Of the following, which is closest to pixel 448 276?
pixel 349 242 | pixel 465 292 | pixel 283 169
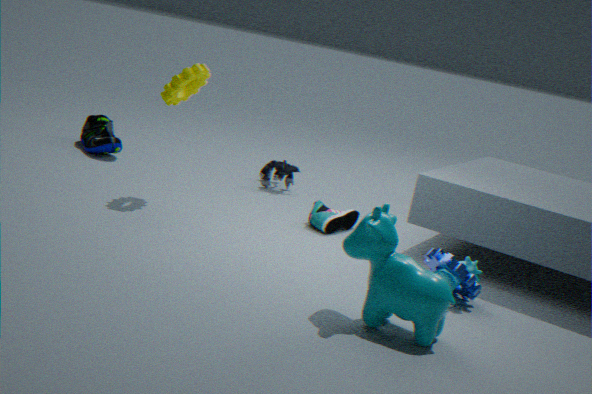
pixel 465 292
